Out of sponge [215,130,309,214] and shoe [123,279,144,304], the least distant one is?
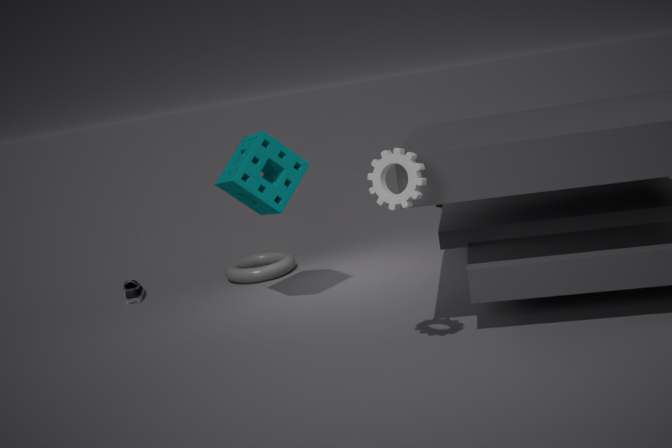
sponge [215,130,309,214]
